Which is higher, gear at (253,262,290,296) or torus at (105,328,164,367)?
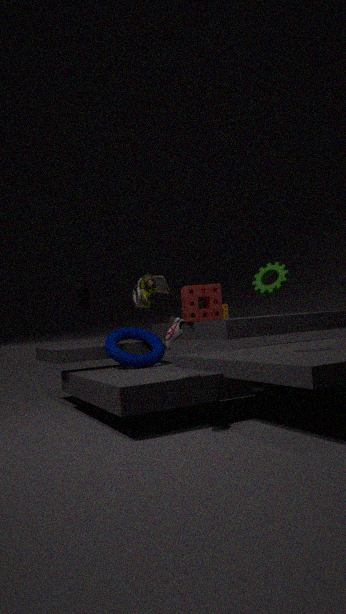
gear at (253,262,290,296)
